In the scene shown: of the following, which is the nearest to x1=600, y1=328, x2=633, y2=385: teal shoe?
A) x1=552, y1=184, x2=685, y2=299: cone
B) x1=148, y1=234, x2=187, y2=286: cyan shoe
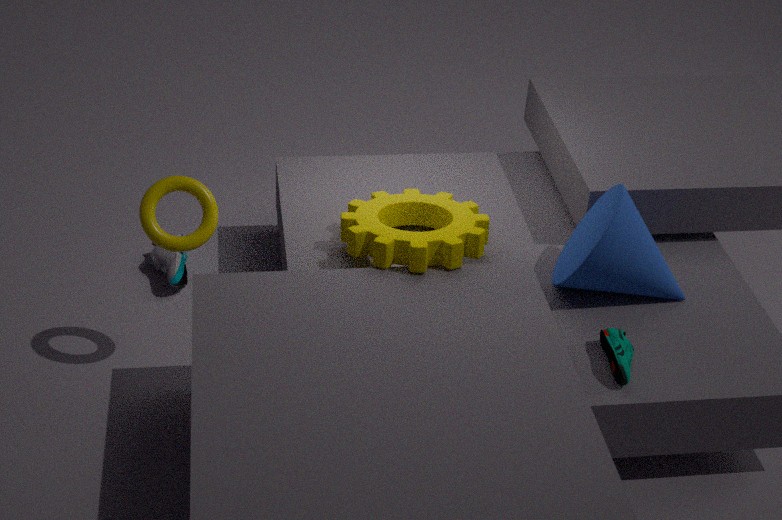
x1=552, y1=184, x2=685, y2=299: cone
